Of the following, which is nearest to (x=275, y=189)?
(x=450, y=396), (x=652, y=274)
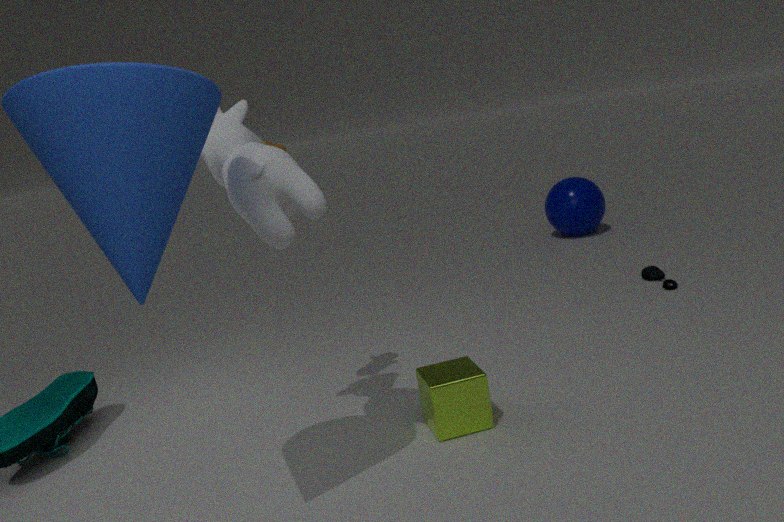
(x=450, y=396)
